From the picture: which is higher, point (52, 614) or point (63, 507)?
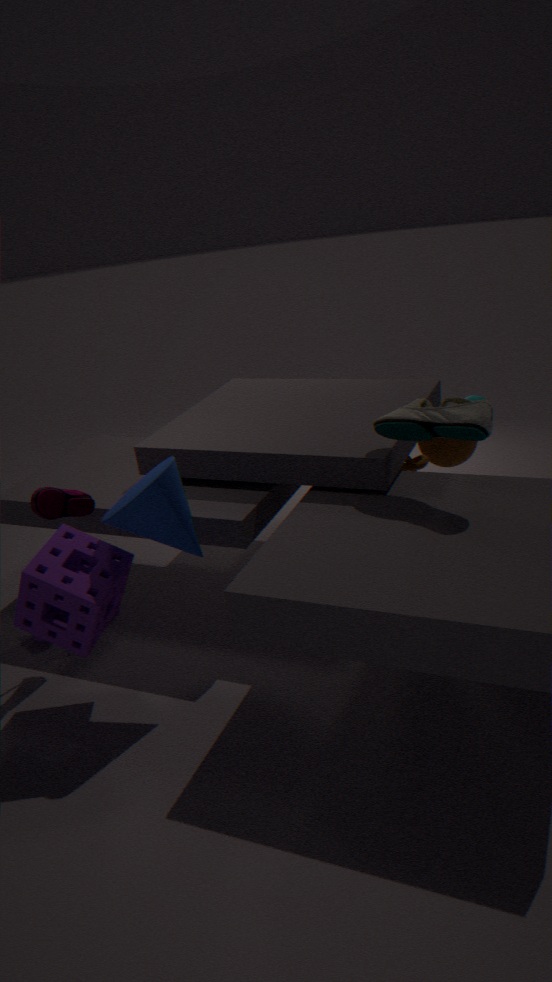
point (63, 507)
